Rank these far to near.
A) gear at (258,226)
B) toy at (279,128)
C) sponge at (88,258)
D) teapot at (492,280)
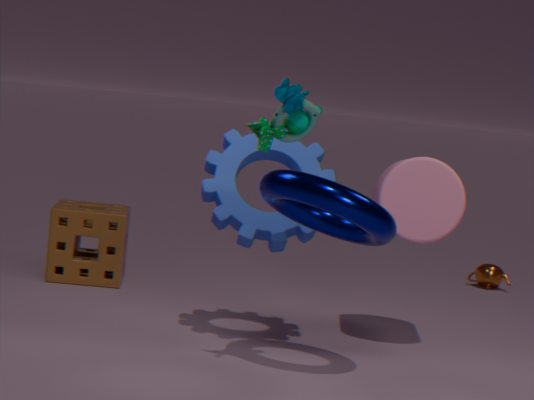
teapot at (492,280), sponge at (88,258), gear at (258,226), toy at (279,128)
